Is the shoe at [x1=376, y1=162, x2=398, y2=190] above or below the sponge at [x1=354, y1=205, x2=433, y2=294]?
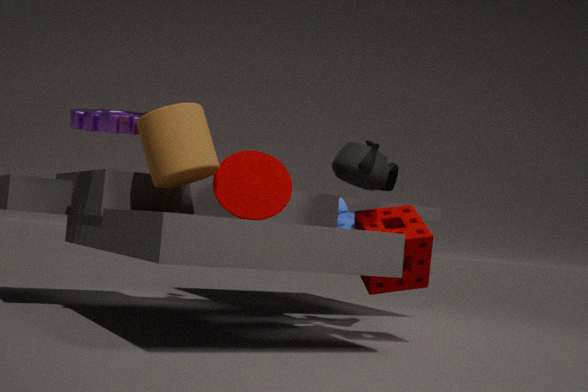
above
